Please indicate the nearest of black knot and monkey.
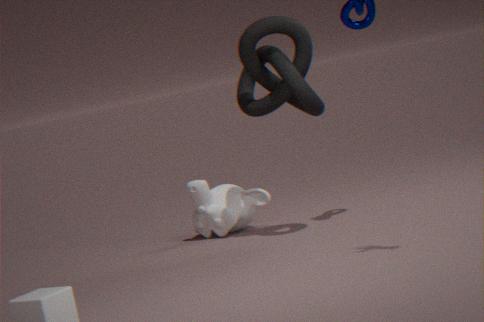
black knot
